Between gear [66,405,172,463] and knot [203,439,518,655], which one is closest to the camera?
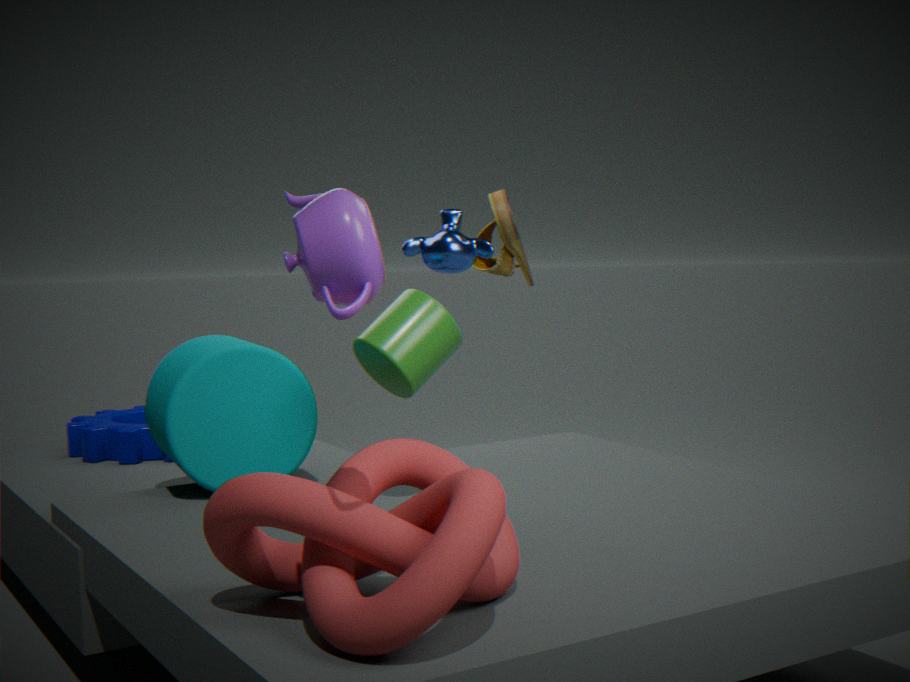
knot [203,439,518,655]
